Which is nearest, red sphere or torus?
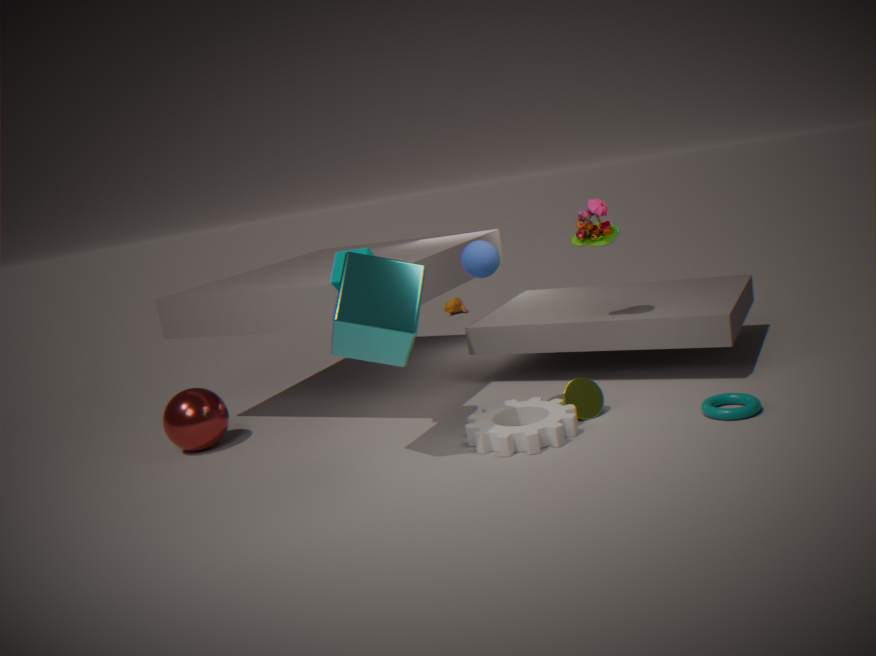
torus
